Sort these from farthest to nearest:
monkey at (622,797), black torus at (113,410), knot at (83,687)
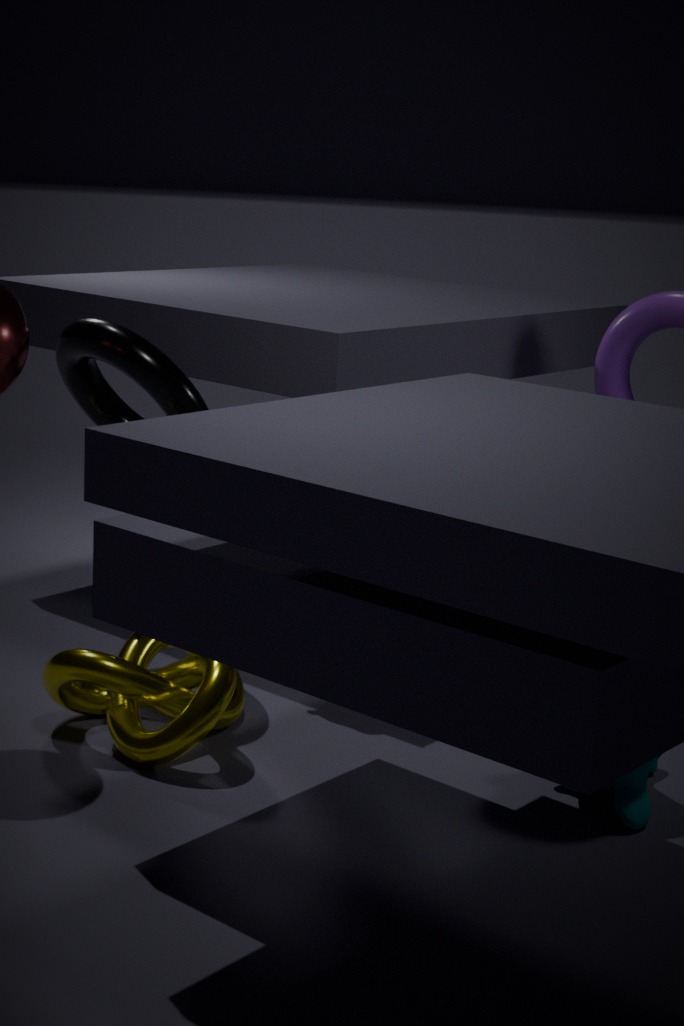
1. black torus at (113,410)
2. knot at (83,687)
3. monkey at (622,797)
